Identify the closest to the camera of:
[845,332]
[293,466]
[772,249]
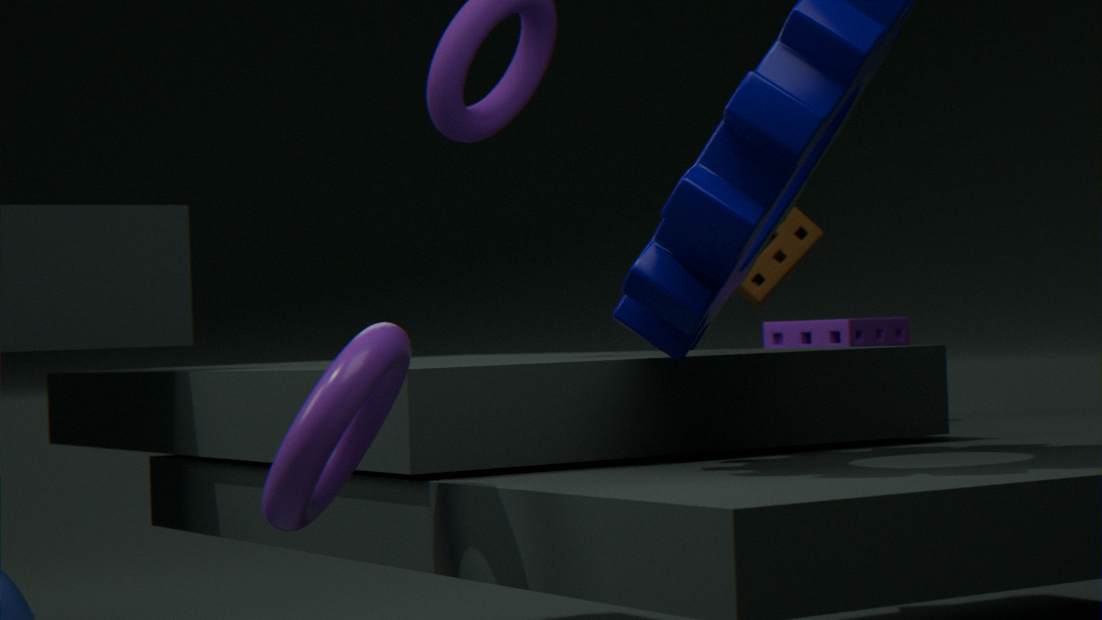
[293,466]
